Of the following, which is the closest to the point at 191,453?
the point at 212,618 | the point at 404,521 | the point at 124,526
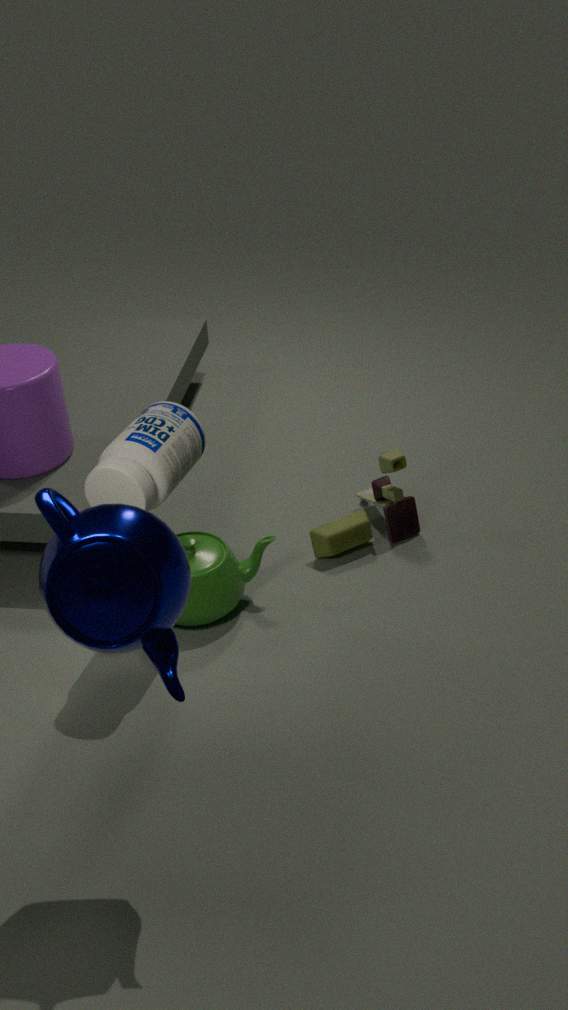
the point at 212,618
